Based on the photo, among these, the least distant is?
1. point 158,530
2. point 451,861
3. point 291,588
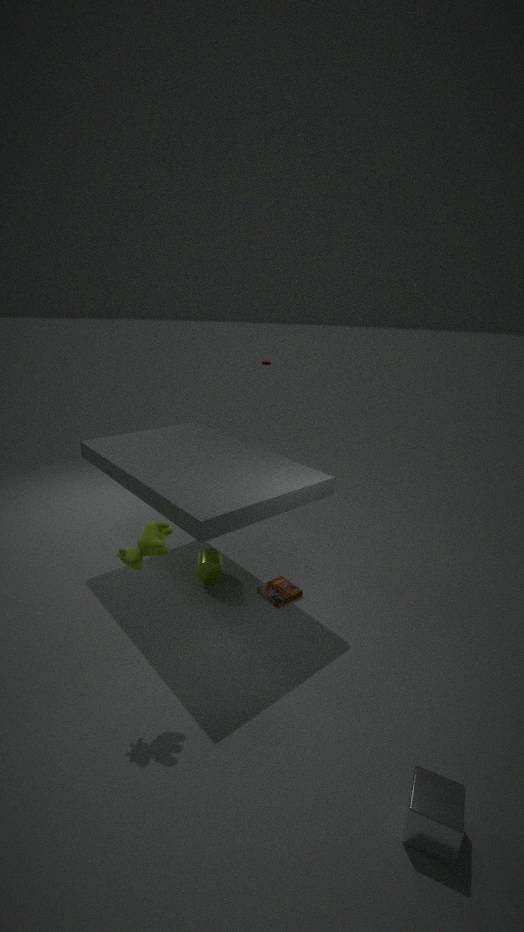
point 451,861
